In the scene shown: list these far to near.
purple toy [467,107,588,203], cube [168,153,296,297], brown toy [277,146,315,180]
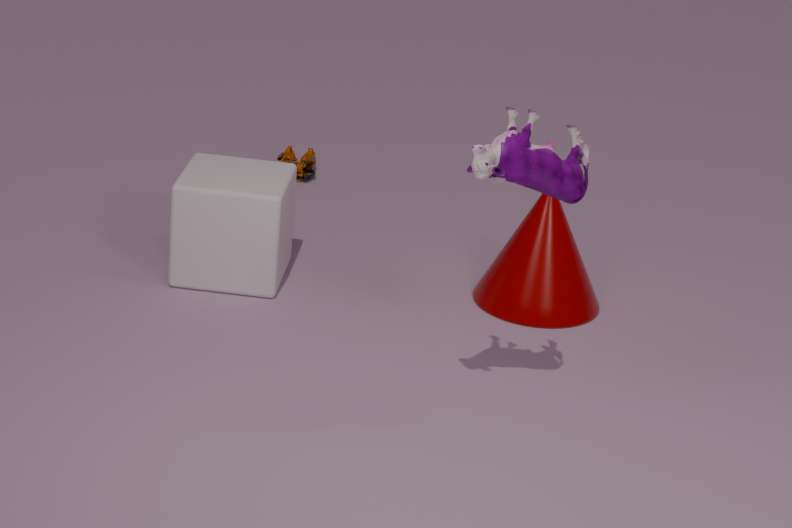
1. brown toy [277,146,315,180]
2. cube [168,153,296,297]
3. purple toy [467,107,588,203]
